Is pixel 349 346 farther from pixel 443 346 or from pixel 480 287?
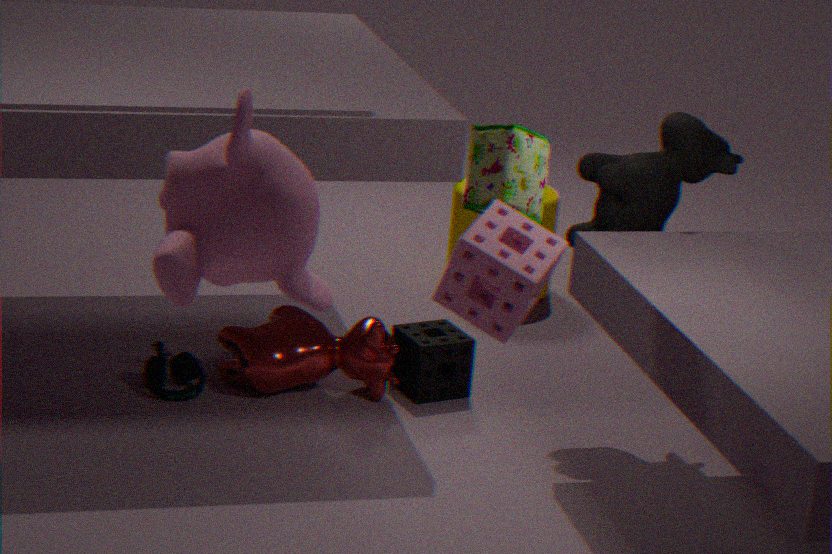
pixel 480 287
